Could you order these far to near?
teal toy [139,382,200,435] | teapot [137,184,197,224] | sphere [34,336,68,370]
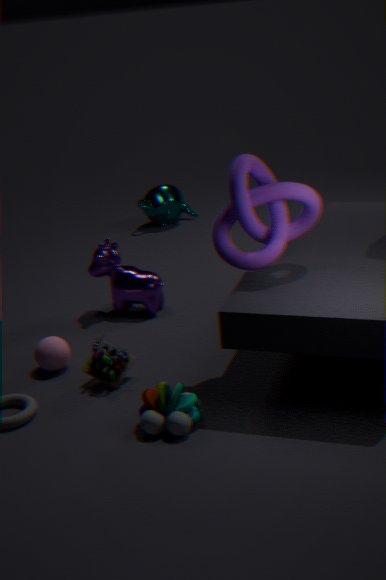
teapot [137,184,197,224] → sphere [34,336,68,370] → teal toy [139,382,200,435]
